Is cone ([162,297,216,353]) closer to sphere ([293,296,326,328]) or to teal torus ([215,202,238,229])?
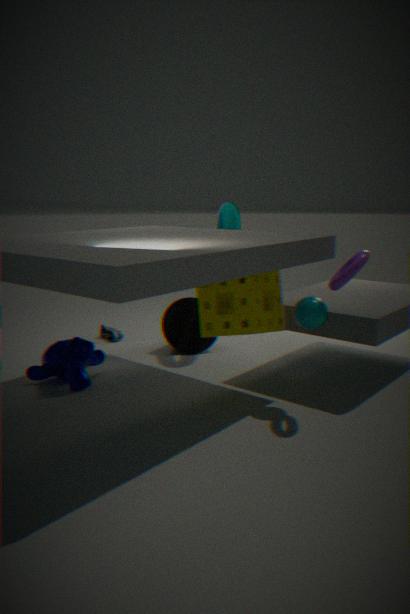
teal torus ([215,202,238,229])
